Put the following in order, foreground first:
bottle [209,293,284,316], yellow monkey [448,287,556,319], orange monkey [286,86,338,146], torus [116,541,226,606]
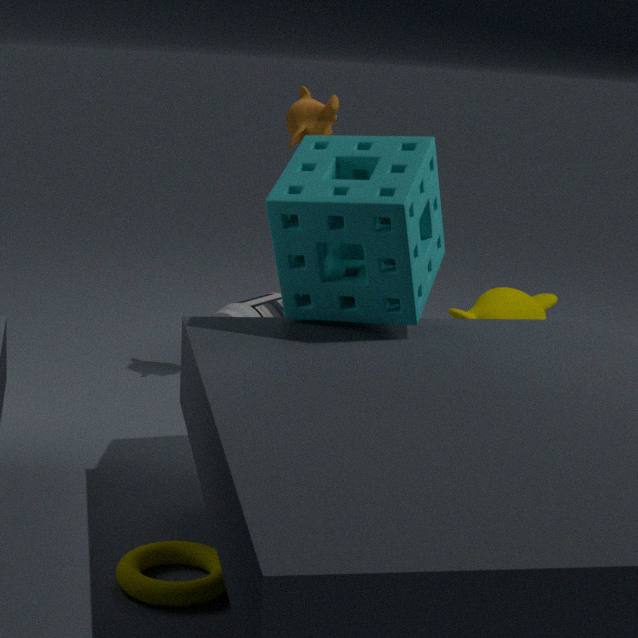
1. torus [116,541,226,606]
2. orange monkey [286,86,338,146]
3. bottle [209,293,284,316]
4. yellow monkey [448,287,556,319]
